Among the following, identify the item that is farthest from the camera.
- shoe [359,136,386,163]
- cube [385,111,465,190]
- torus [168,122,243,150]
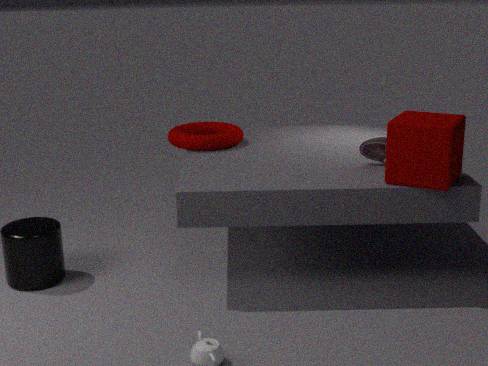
torus [168,122,243,150]
